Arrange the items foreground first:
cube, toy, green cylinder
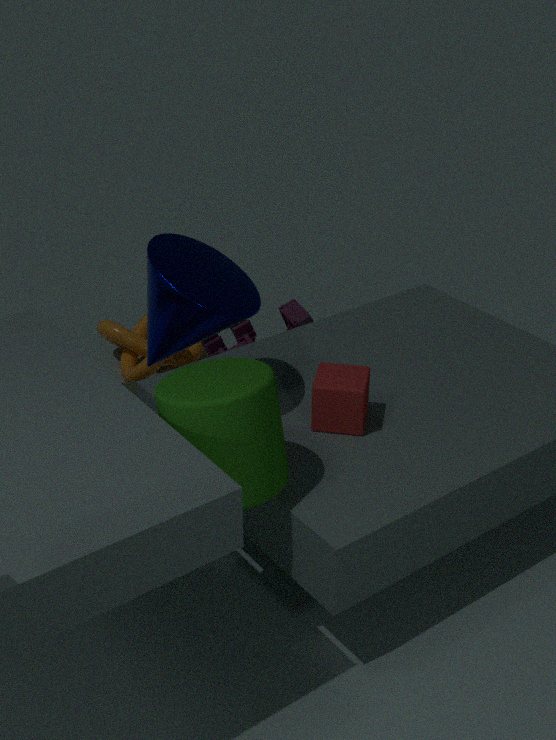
green cylinder → cube → toy
